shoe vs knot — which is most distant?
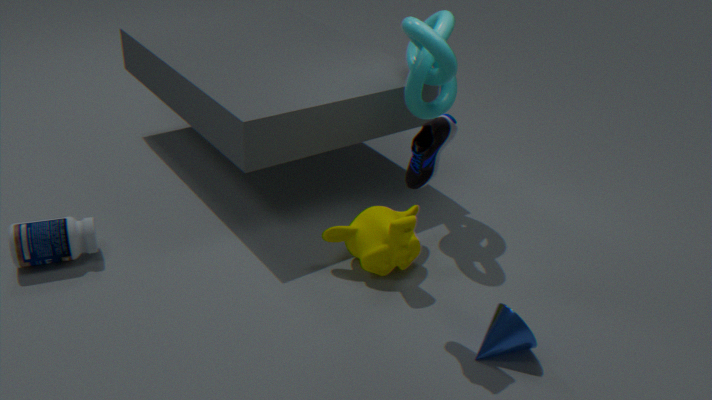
knot
